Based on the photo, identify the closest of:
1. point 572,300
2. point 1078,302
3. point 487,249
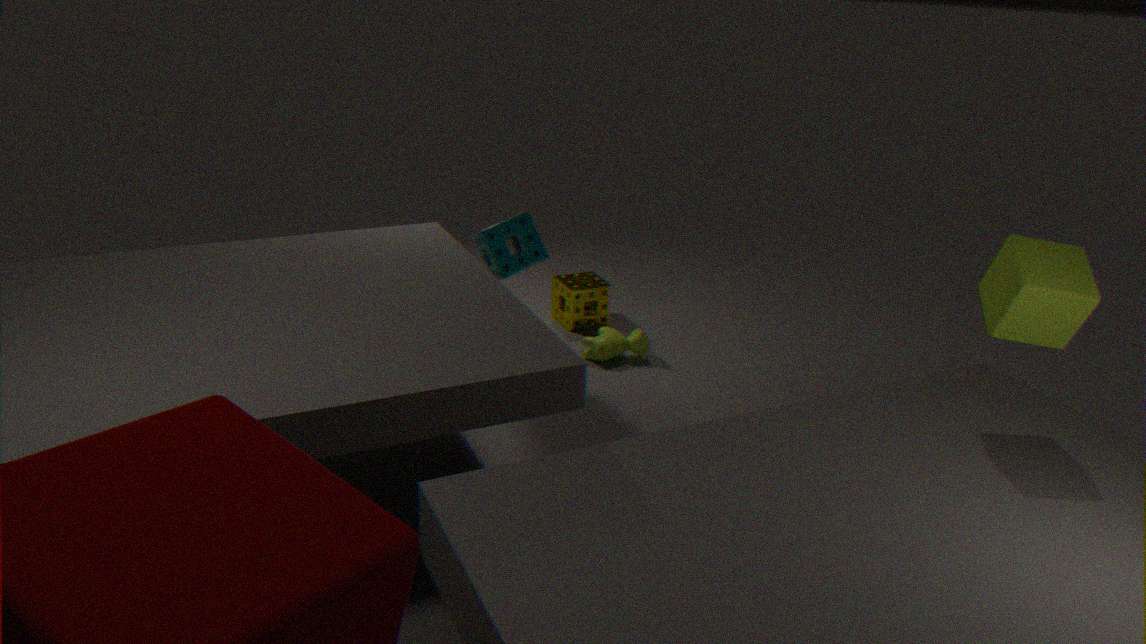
point 1078,302
